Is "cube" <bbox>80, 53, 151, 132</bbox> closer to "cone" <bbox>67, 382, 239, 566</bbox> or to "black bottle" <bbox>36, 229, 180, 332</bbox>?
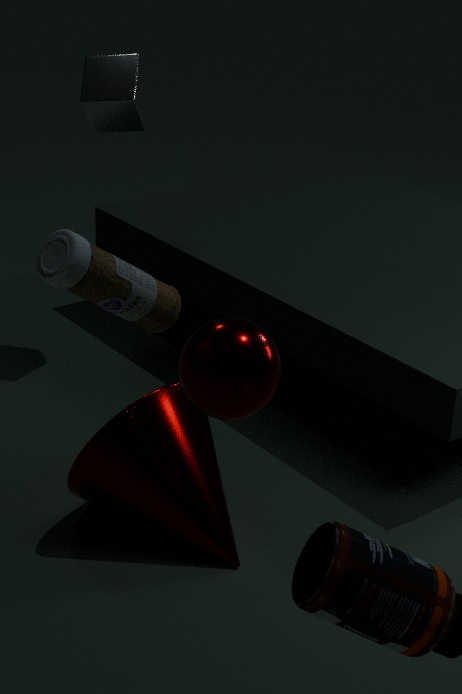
"cone" <bbox>67, 382, 239, 566</bbox>
